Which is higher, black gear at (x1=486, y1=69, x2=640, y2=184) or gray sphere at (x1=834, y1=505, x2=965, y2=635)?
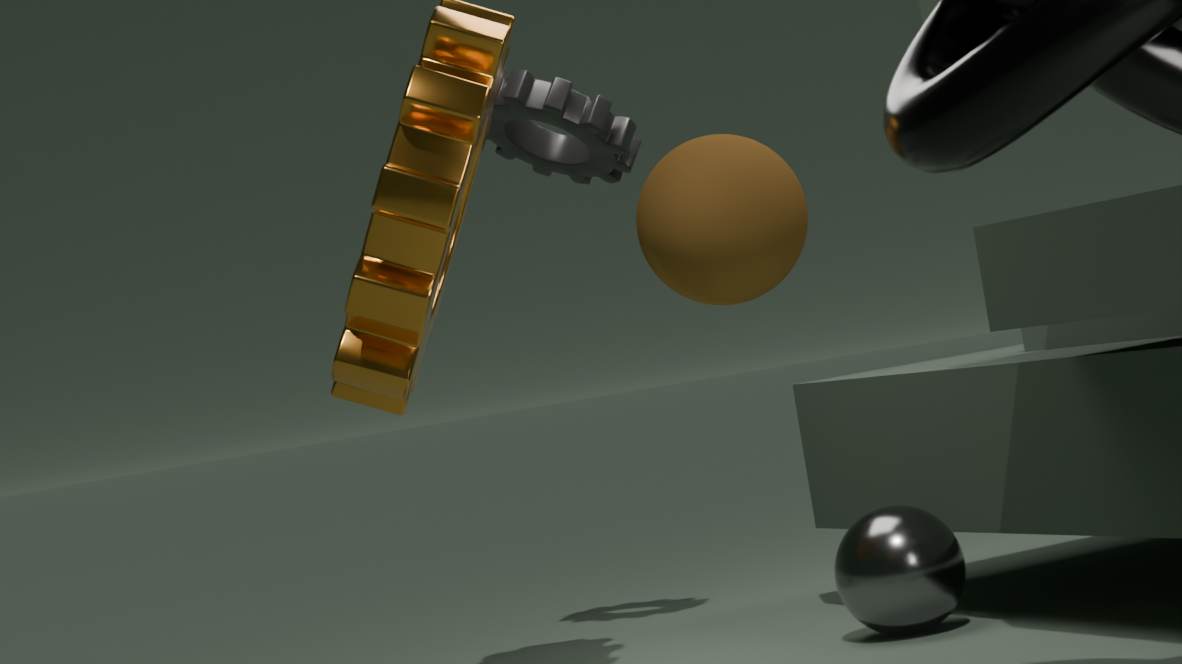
black gear at (x1=486, y1=69, x2=640, y2=184)
